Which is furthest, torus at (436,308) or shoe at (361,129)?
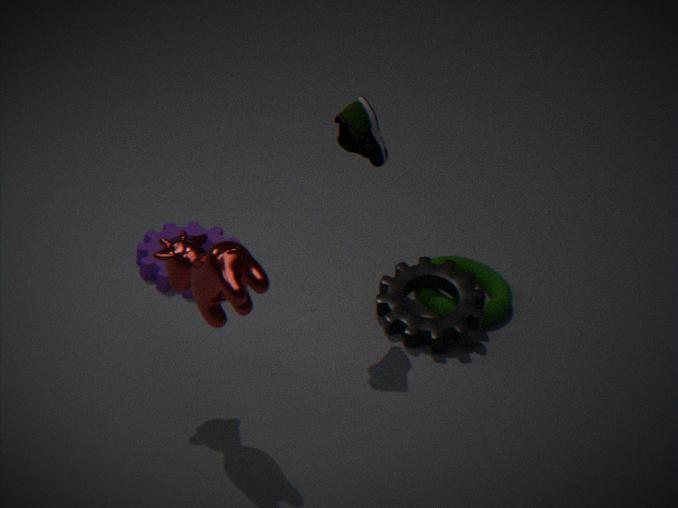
torus at (436,308)
